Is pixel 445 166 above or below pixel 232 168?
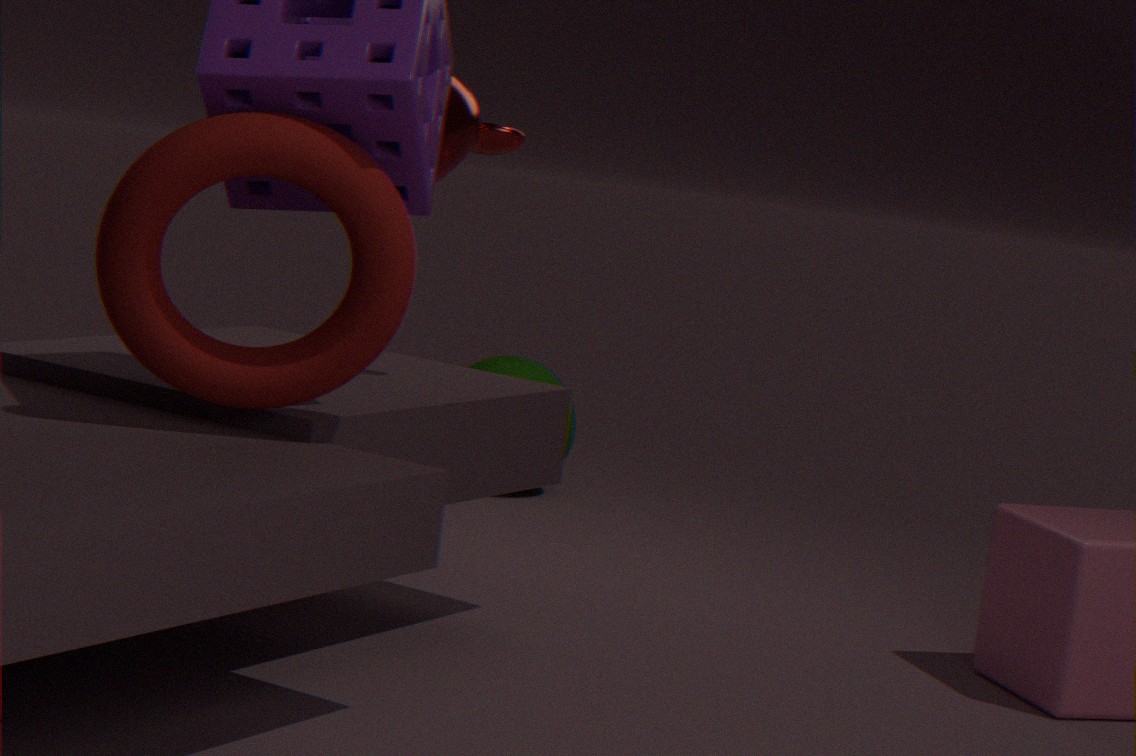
above
